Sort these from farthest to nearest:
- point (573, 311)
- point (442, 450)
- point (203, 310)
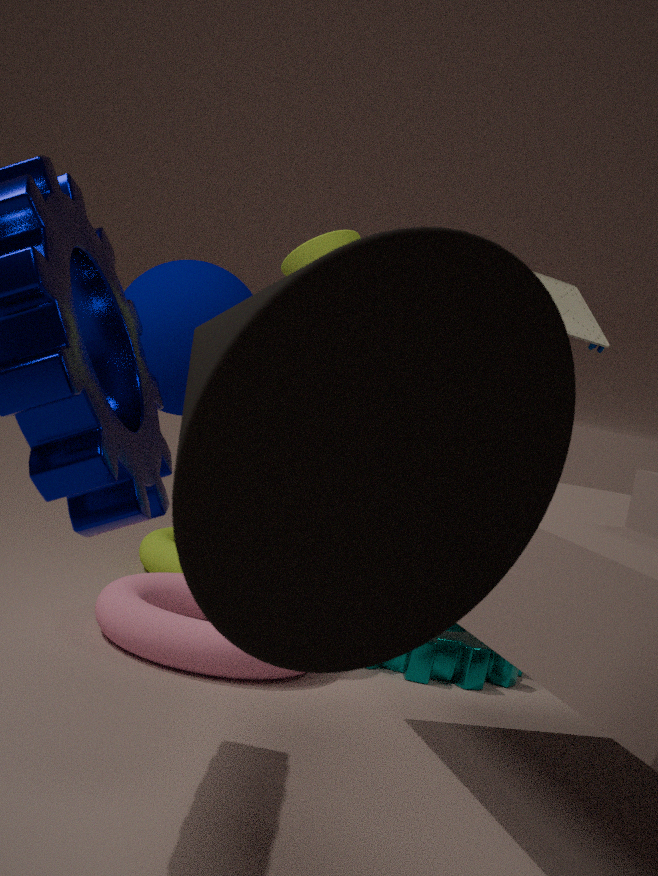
point (573, 311) → point (203, 310) → point (442, 450)
